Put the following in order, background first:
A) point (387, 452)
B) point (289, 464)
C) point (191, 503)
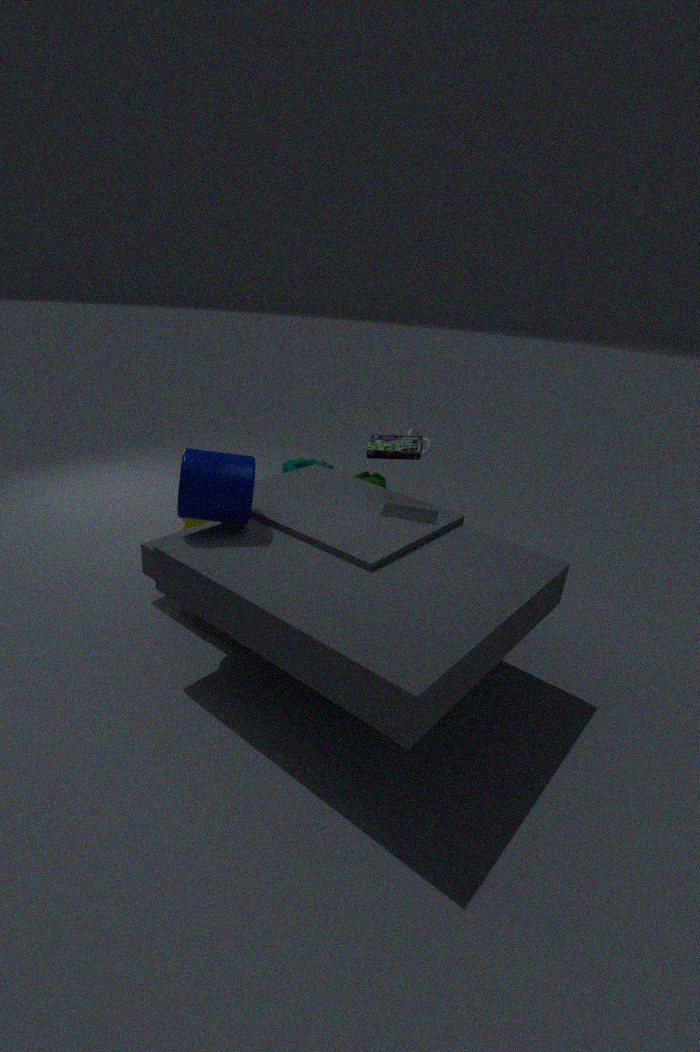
point (289, 464)
point (387, 452)
point (191, 503)
